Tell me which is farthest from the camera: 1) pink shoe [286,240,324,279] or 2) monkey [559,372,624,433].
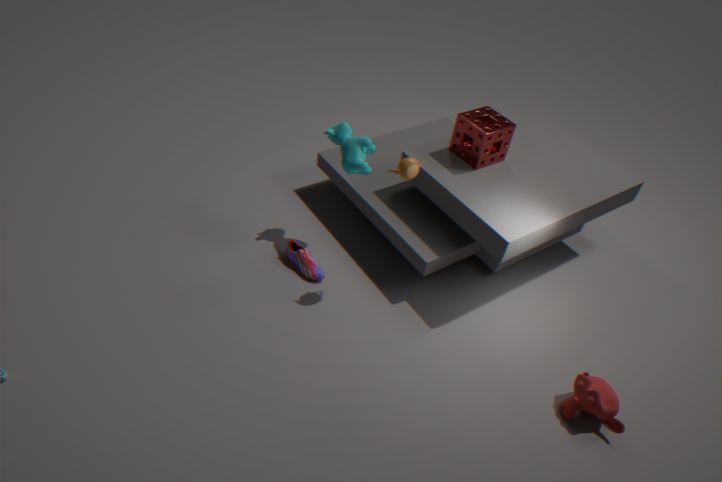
1. pink shoe [286,240,324,279]
